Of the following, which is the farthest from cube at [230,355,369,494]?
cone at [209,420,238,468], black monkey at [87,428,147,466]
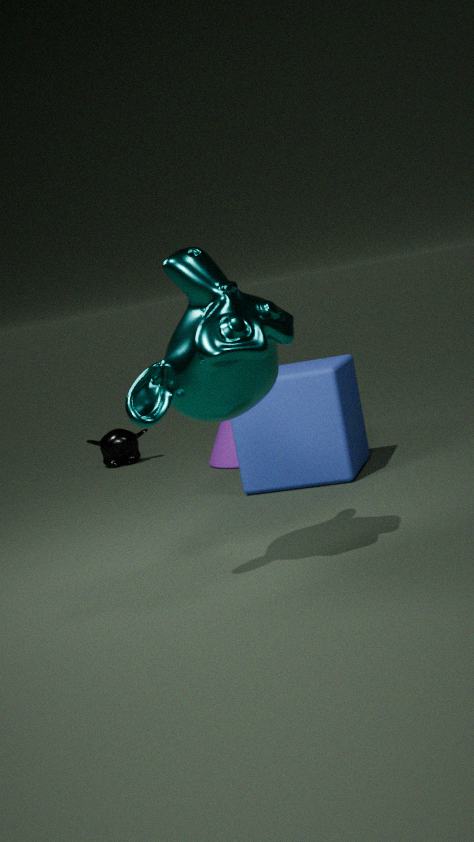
black monkey at [87,428,147,466]
